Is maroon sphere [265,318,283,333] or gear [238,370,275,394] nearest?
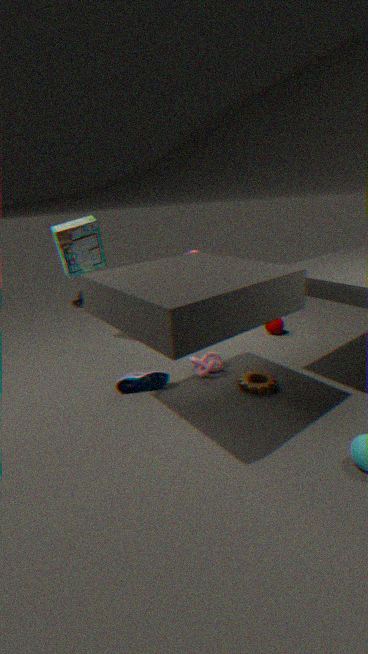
gear [238,370,275,394]
